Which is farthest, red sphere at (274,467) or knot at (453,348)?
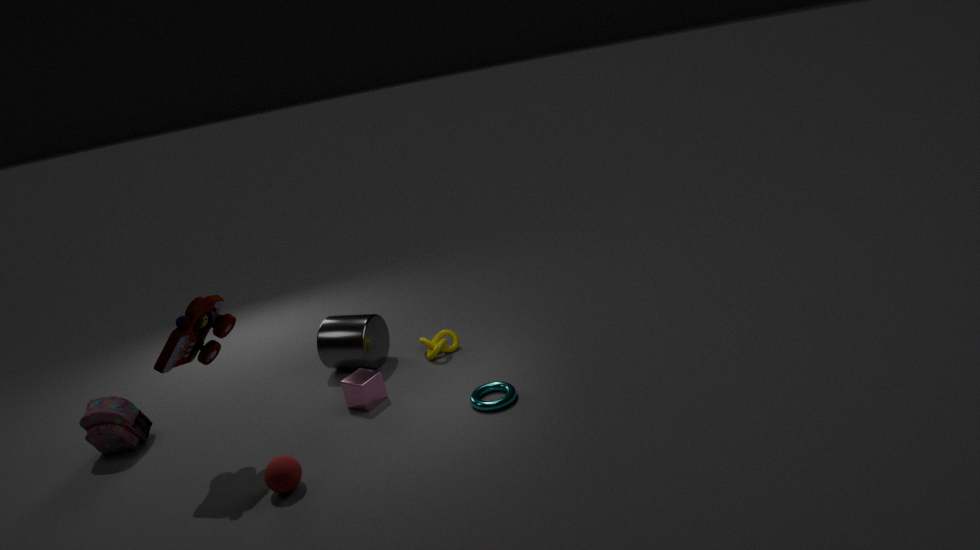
knot at (453,348)
